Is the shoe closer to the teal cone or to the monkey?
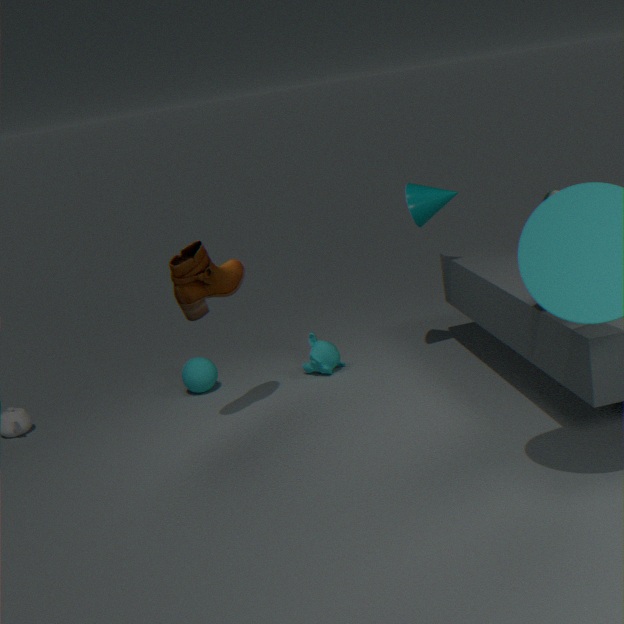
the monkey
